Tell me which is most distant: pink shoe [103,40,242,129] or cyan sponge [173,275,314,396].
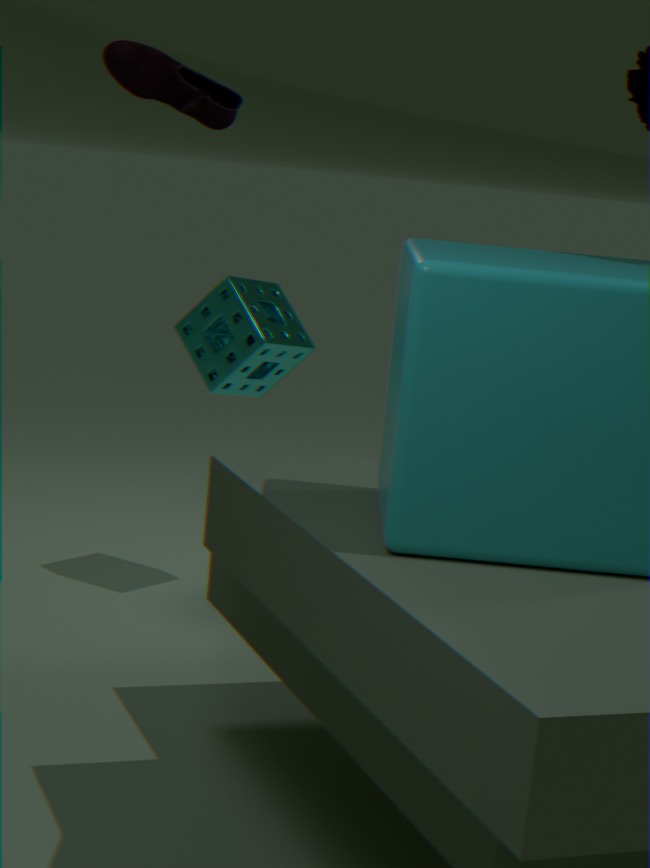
cyan sponge [173,275,314,396]
